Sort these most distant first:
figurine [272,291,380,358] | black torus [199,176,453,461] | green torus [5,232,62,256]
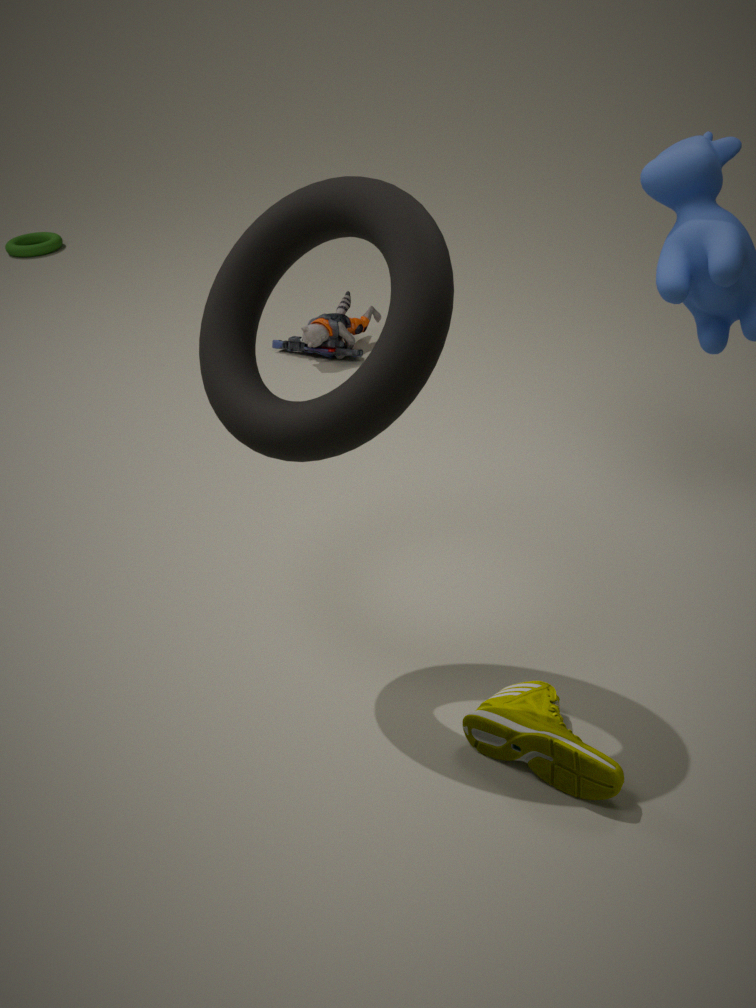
1. green torus [5,232,62,256]
2. figurine [272,291,380,358]
3. black torus [199,176,453,461]
